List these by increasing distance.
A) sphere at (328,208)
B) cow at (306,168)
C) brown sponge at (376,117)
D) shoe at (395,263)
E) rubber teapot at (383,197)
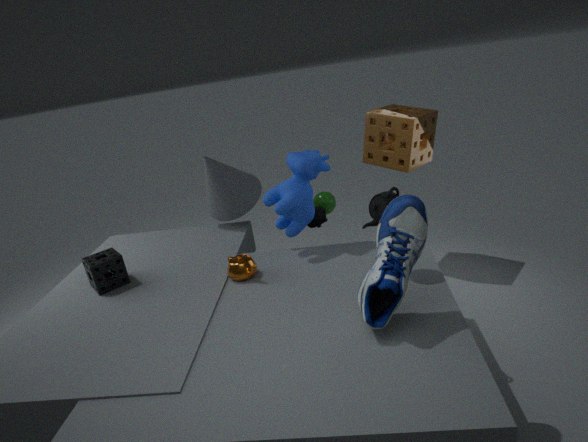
shoe at (395,263) → rubber teapot at (383,197) → cow at (306,168) → brown sponge at (376,117) → sphere at (328,208)
